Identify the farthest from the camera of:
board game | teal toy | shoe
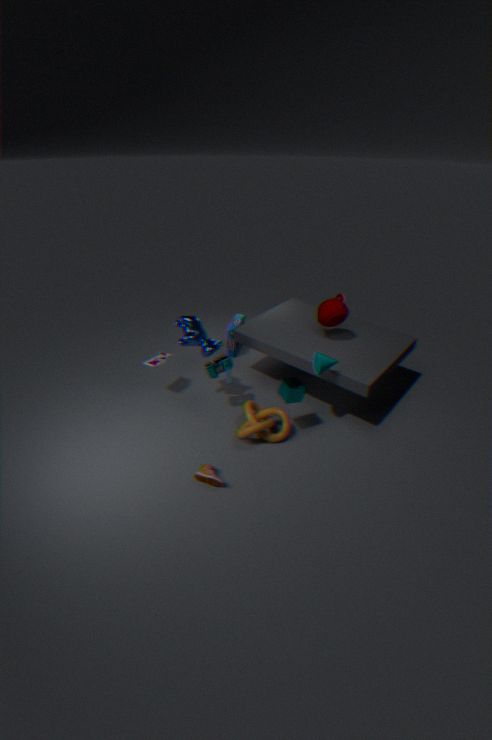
board game
